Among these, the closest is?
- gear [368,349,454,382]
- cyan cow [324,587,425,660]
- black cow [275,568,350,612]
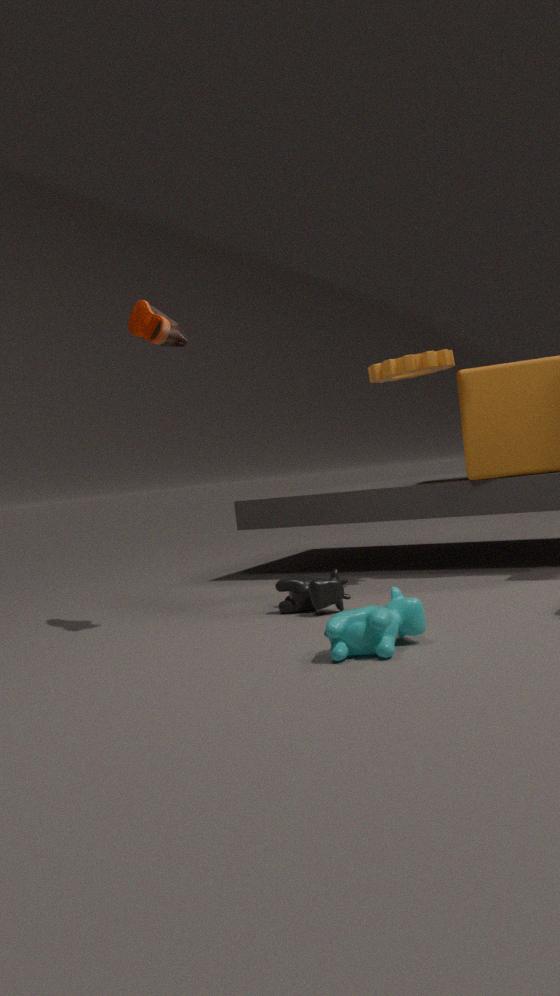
cyan cow [324,587,425,660]
